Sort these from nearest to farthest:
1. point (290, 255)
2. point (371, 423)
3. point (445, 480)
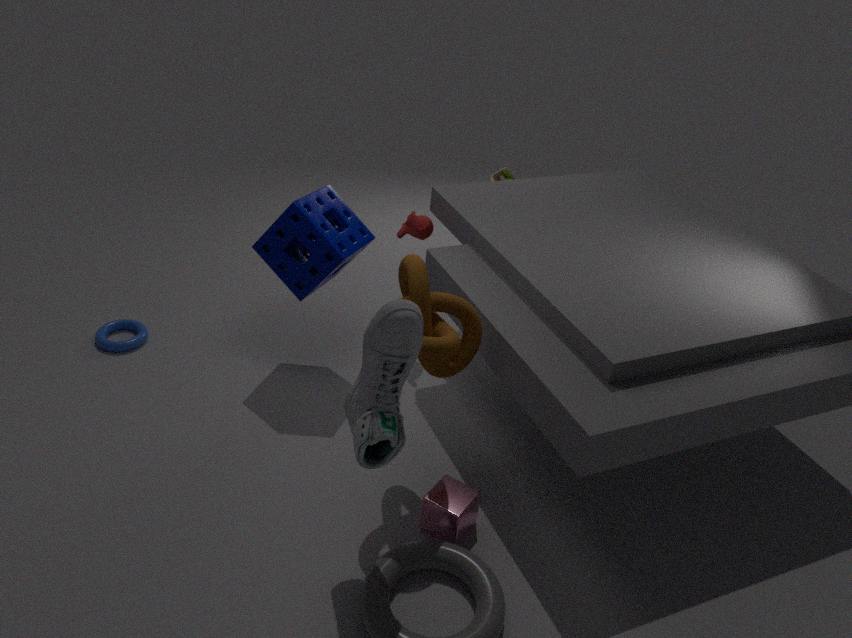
point (371, 423) < point (445, 480) < point (290, 255)
